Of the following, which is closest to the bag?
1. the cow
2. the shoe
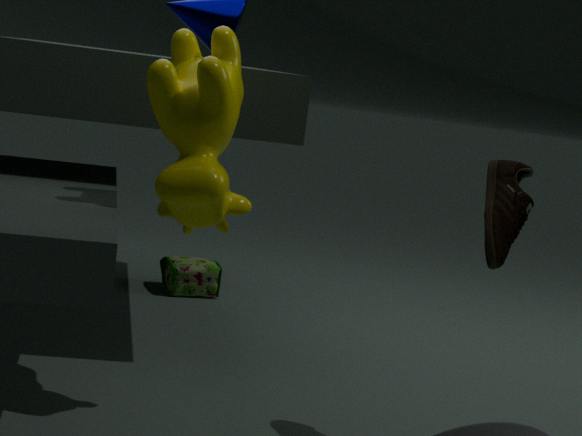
the cow
